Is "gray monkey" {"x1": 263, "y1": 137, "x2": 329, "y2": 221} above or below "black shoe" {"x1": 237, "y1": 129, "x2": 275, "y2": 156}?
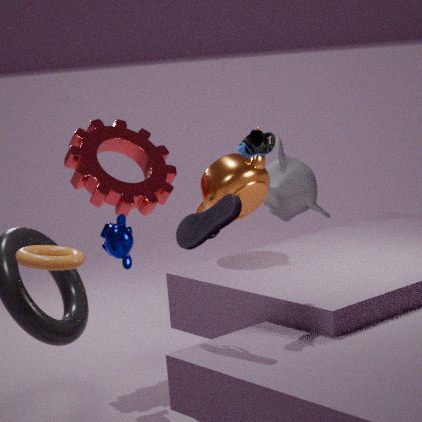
below
